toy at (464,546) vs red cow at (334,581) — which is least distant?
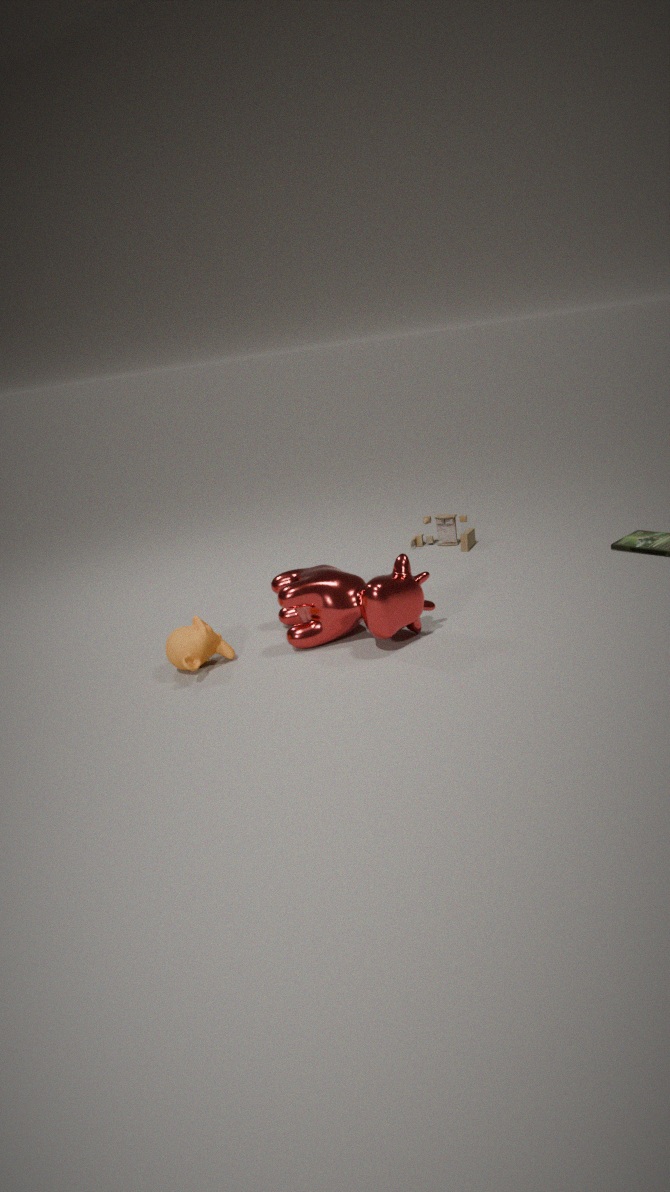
red cow at (334,581)
